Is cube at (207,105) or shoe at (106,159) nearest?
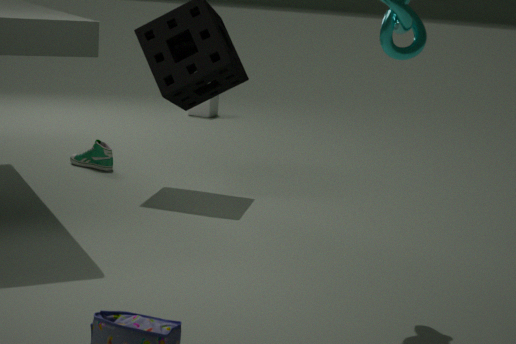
shoe at (106,159)
